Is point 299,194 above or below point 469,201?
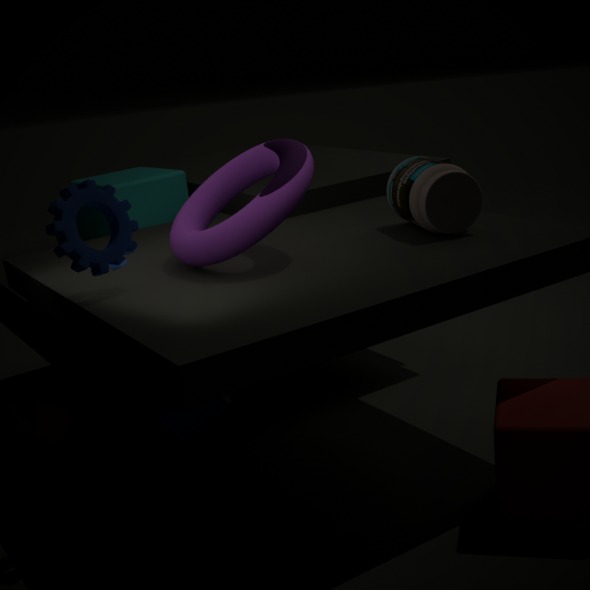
above
